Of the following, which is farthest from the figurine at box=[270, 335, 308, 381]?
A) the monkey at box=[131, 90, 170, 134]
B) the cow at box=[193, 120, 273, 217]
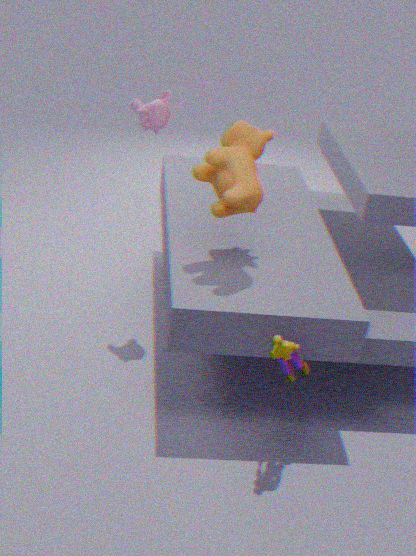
the monkey at box=[131, 90, 170, 134]
